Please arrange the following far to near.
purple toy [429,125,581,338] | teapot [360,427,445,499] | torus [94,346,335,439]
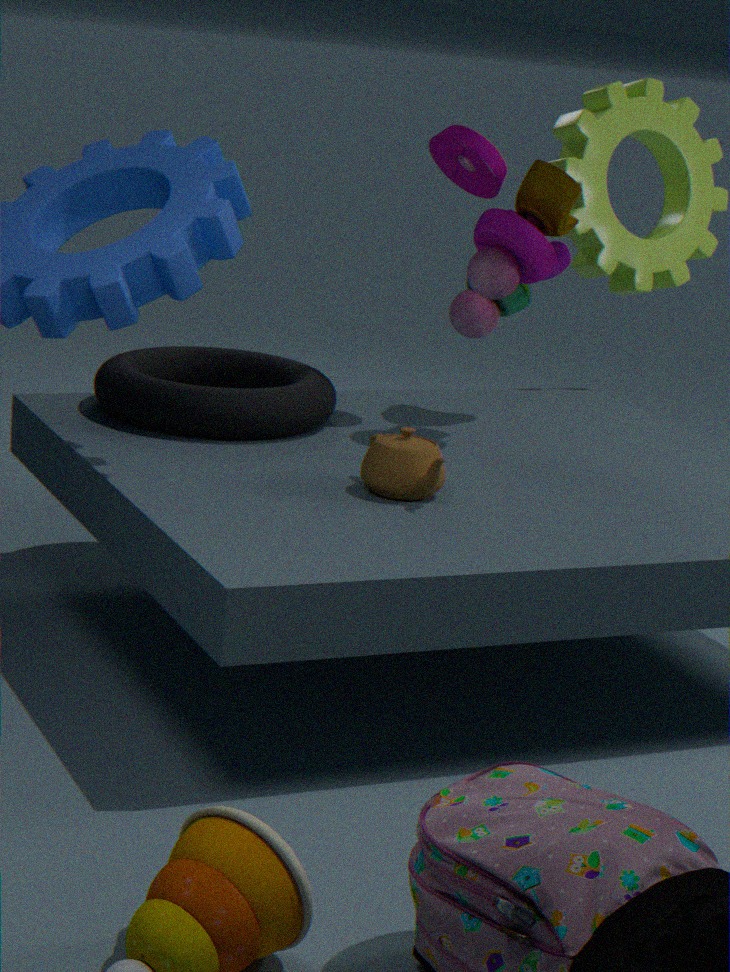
purple toy [429,125,581,338]
torus [94,346,335,439]
teapot [360,427,445,499]
